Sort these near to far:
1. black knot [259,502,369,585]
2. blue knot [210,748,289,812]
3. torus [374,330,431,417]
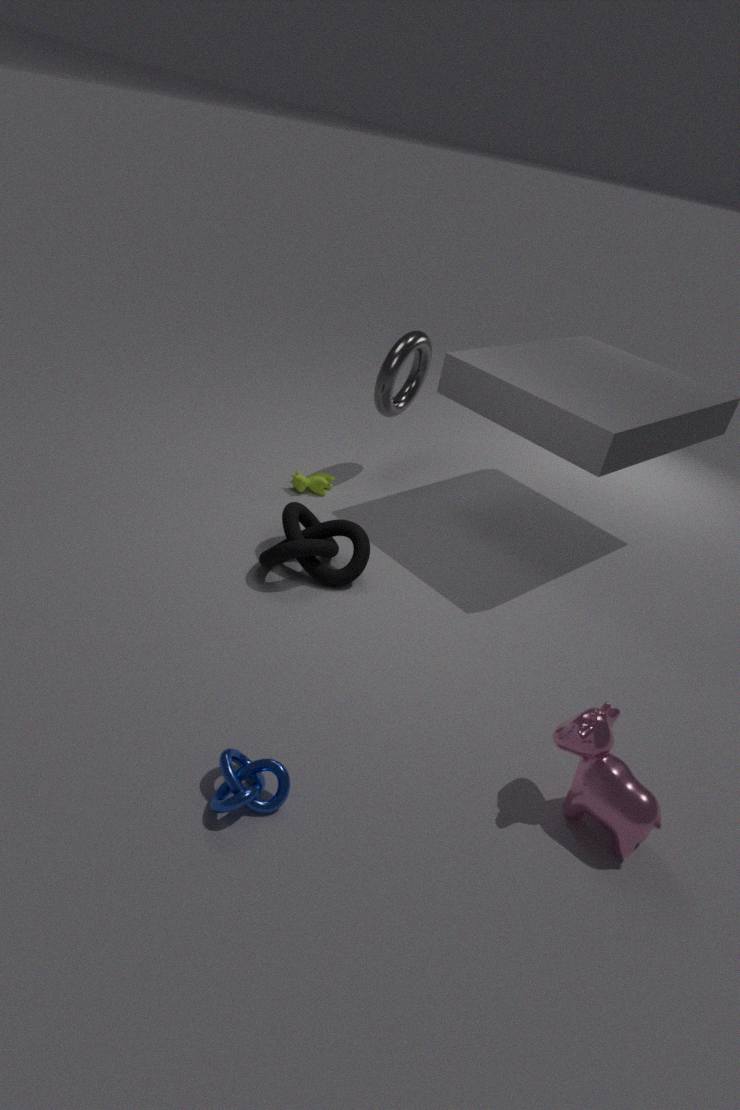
blue knot [210,748,289,812]
black knot [259,502,369,585]
torus [374,330,431,417]
